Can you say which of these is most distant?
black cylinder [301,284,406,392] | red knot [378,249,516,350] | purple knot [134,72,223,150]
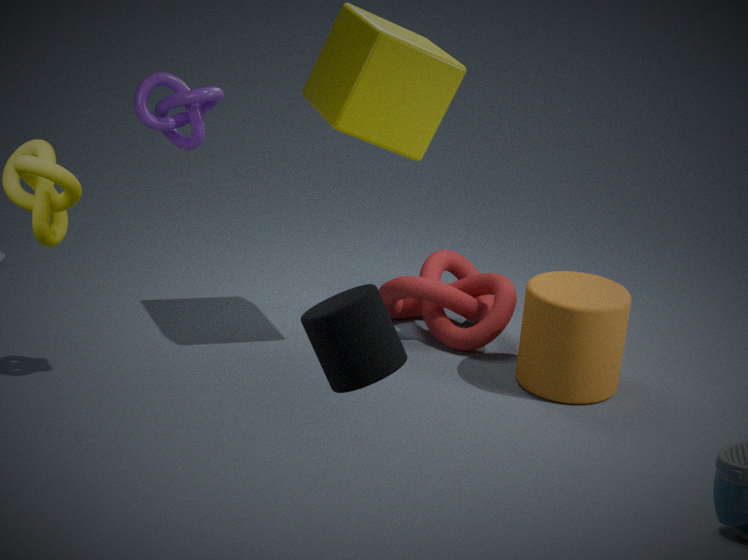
red knot [378,249,516,350]
